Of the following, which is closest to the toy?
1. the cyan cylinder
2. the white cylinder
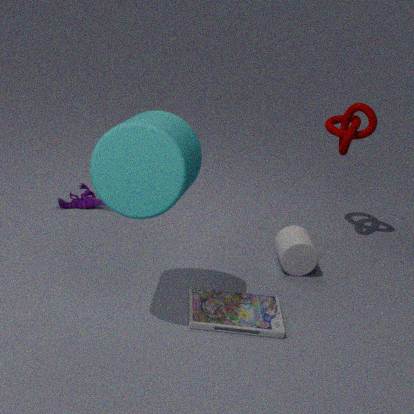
the white cylinder
